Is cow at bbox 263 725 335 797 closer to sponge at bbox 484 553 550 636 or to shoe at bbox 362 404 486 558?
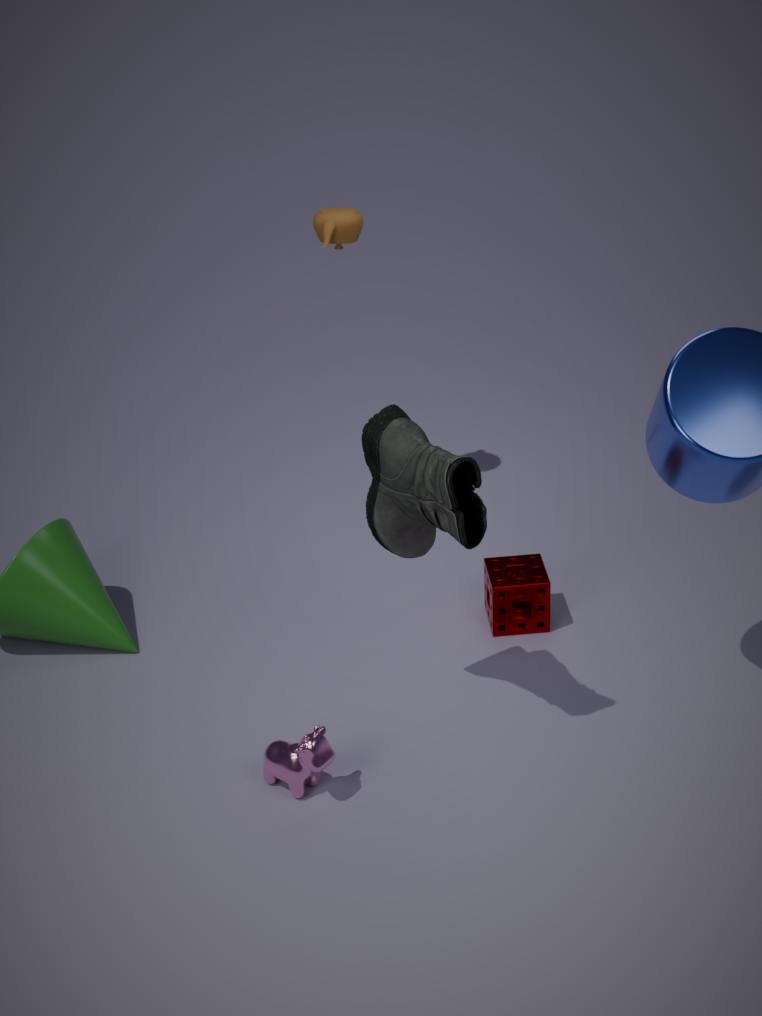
shoe at bbox 362 404 486 558
